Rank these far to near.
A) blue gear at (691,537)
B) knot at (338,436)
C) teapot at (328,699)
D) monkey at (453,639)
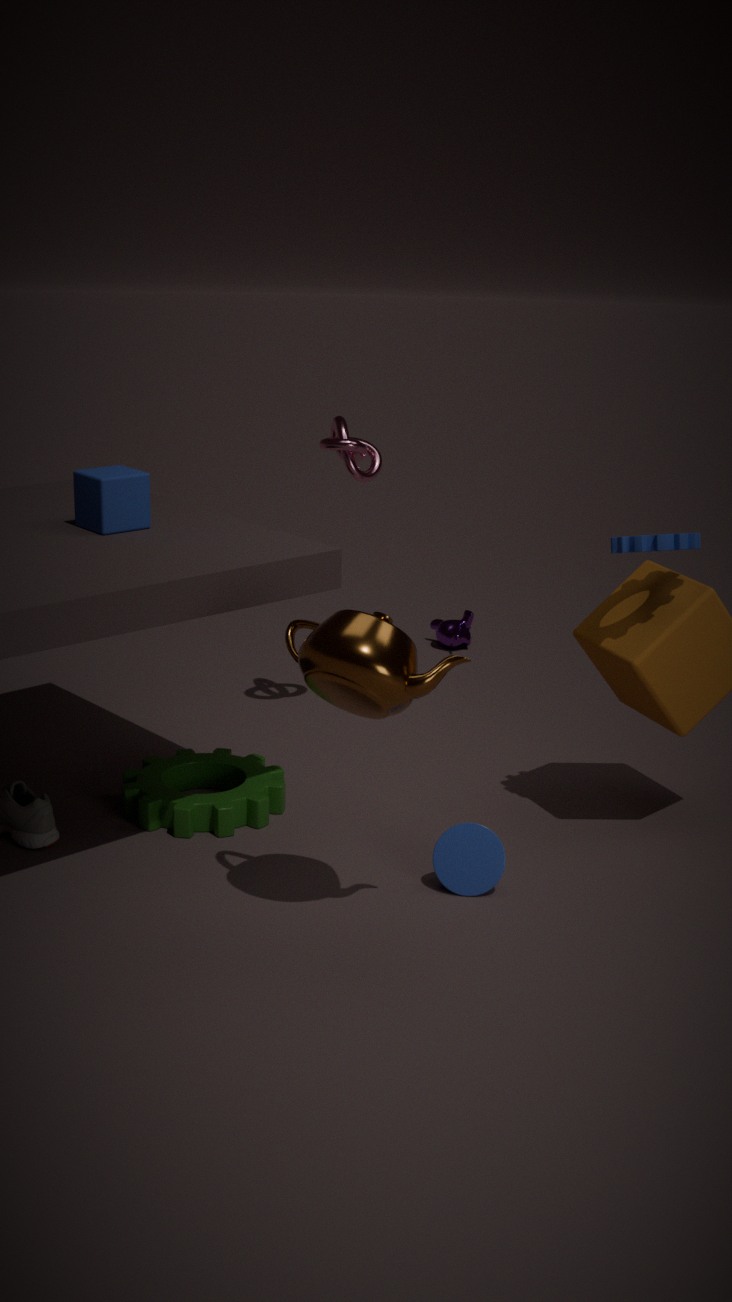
1. monkey at (453,639)
2. knot at (338,436)
3. blue gear at (691,537)
4. teapot at (328,699)
